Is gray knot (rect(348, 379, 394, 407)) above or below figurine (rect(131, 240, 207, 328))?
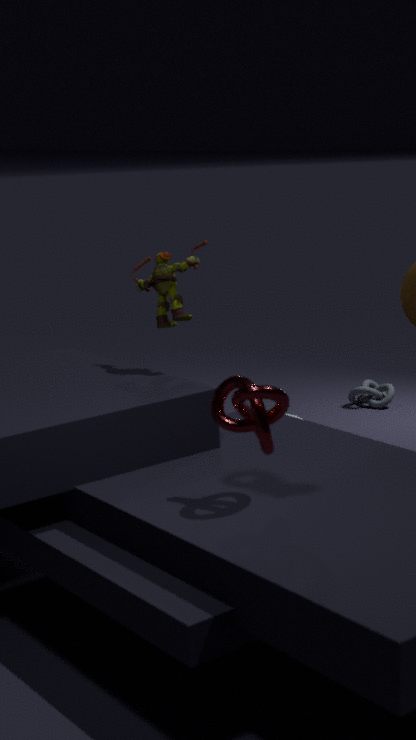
below
